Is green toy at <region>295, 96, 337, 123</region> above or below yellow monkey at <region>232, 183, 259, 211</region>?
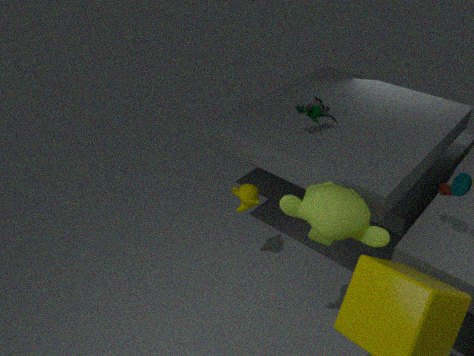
above
